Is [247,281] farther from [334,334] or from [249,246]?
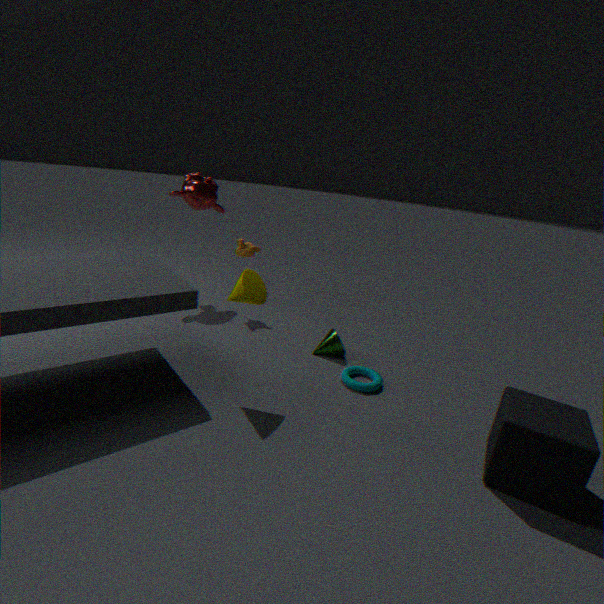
[249,246]
